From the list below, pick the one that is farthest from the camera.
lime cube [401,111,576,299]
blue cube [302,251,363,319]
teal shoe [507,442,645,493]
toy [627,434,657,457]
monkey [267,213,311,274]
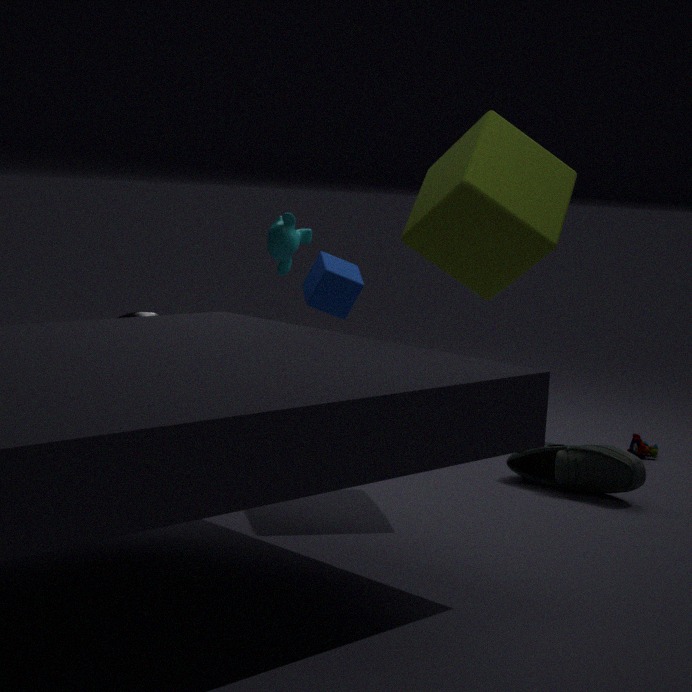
blue cube [302,251,363,319]
